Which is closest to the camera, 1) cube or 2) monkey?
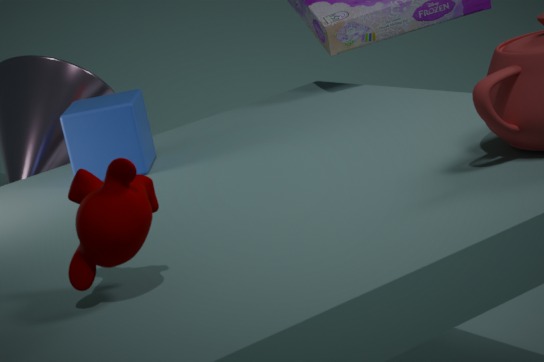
2. monkey
